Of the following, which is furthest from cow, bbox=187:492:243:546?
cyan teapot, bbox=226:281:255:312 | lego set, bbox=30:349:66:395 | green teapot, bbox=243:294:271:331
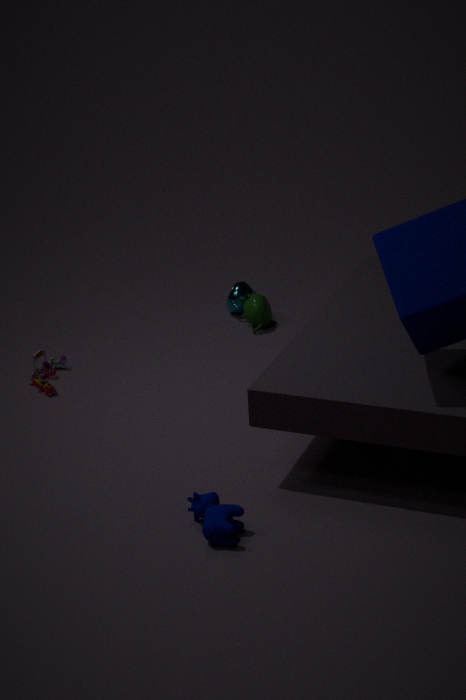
cyan teapot, bbox=226:281:255:312
